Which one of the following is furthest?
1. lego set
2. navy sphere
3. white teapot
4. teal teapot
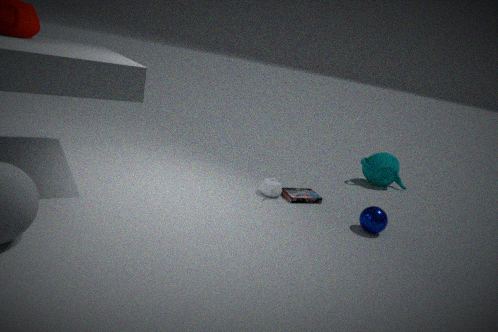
teal teapot
